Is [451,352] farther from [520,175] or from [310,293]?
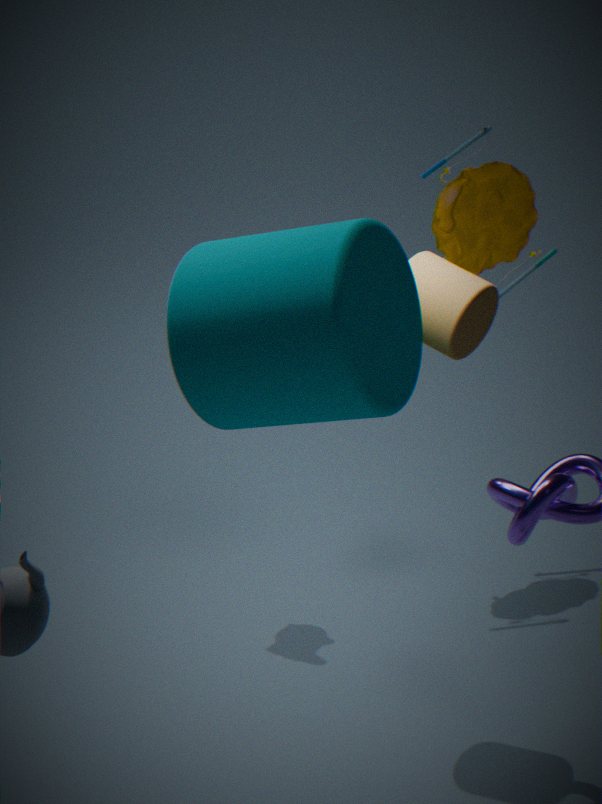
[520,175]
